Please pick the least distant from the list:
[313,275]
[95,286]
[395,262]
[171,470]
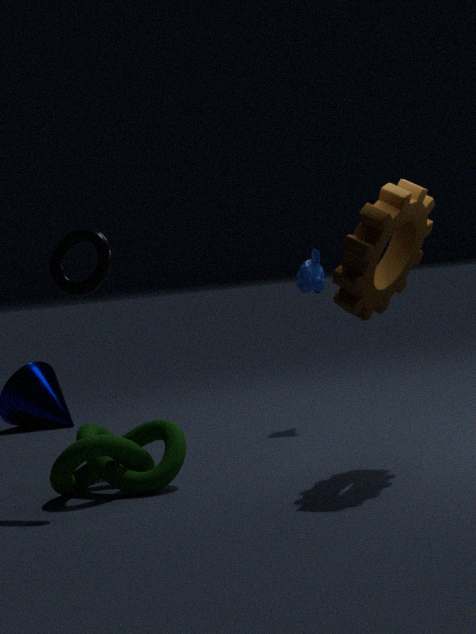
[95,286]
